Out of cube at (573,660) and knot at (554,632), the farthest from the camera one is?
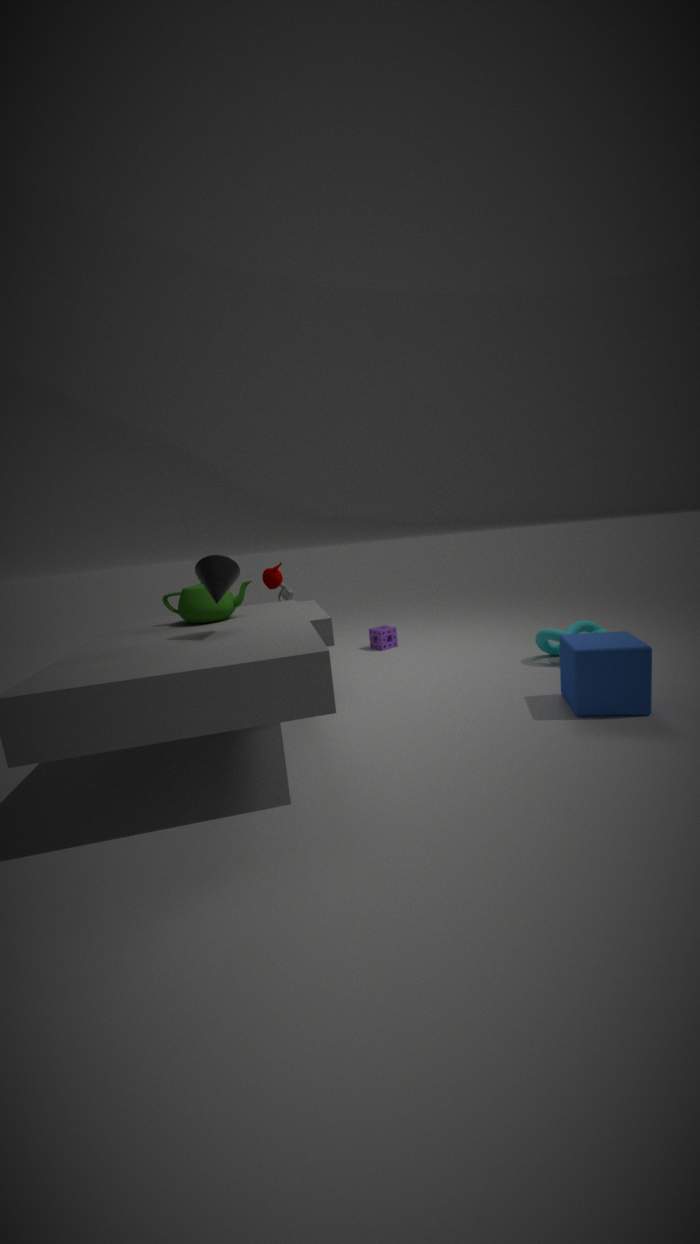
knot at (554,632)
